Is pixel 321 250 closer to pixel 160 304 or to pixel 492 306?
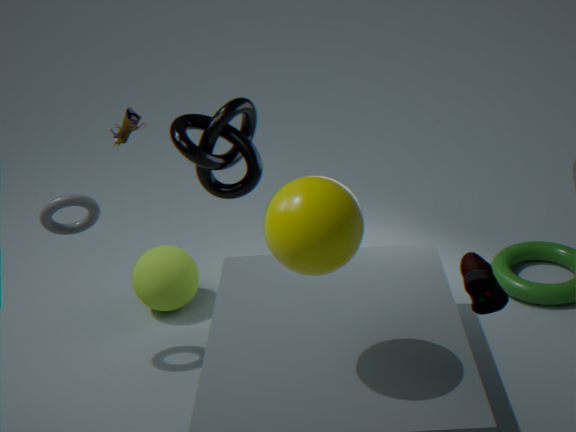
pixel 492 306
